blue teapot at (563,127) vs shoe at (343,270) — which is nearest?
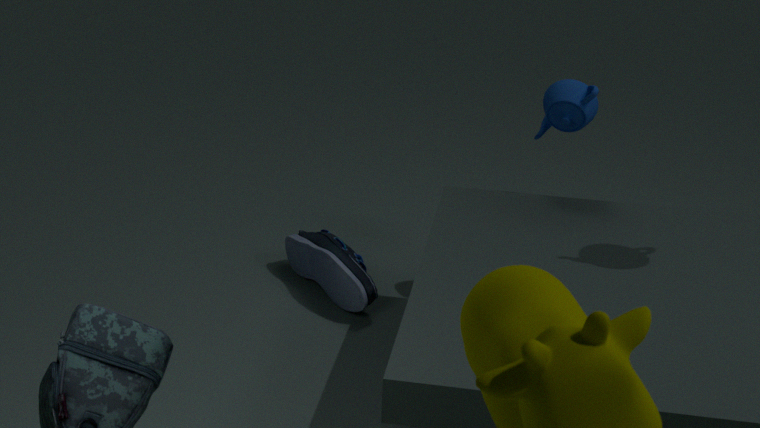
blue teapot at (563,127)
